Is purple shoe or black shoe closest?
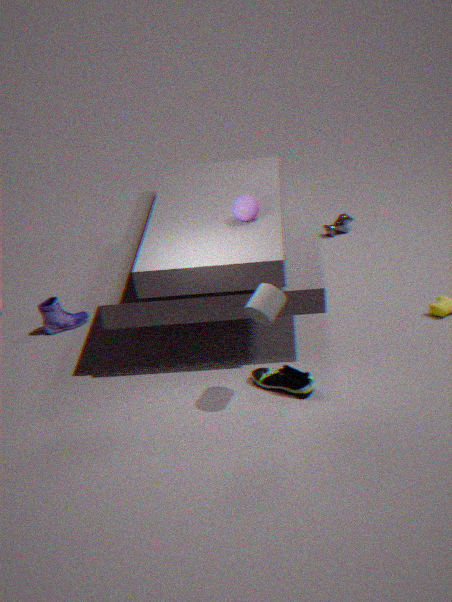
black shoe
